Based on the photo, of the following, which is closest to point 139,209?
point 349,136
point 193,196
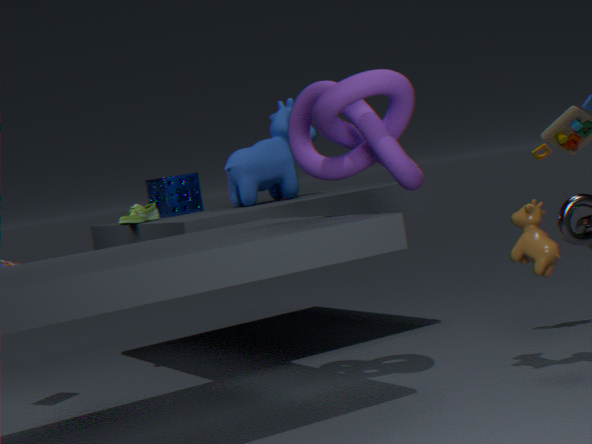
point 193,196
